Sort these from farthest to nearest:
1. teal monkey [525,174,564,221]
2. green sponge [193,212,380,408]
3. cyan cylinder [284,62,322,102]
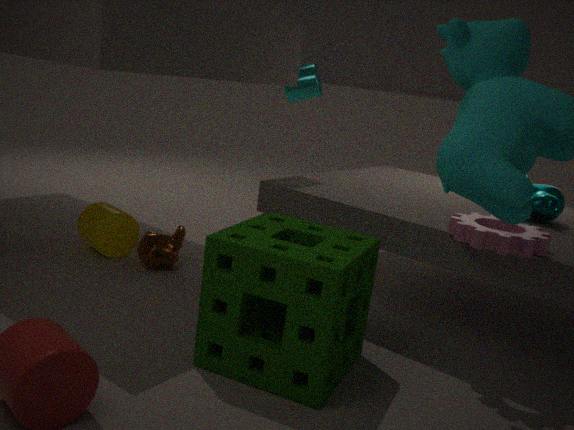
1. cyan cylinder [284,62,322,102]
2. teal monkey [525,174,564,221]
3. green sponge [193,212,380,408]
